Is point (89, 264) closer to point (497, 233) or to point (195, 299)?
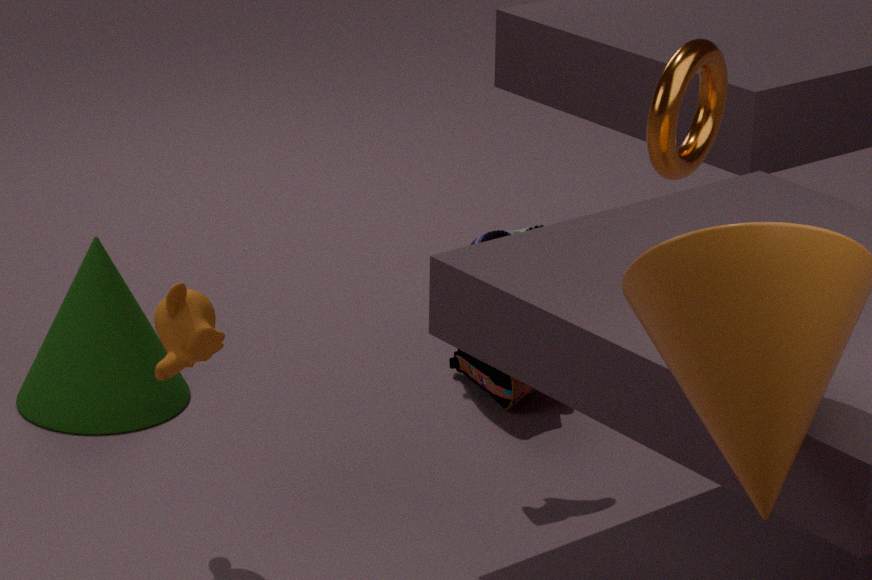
point (195, 299)
